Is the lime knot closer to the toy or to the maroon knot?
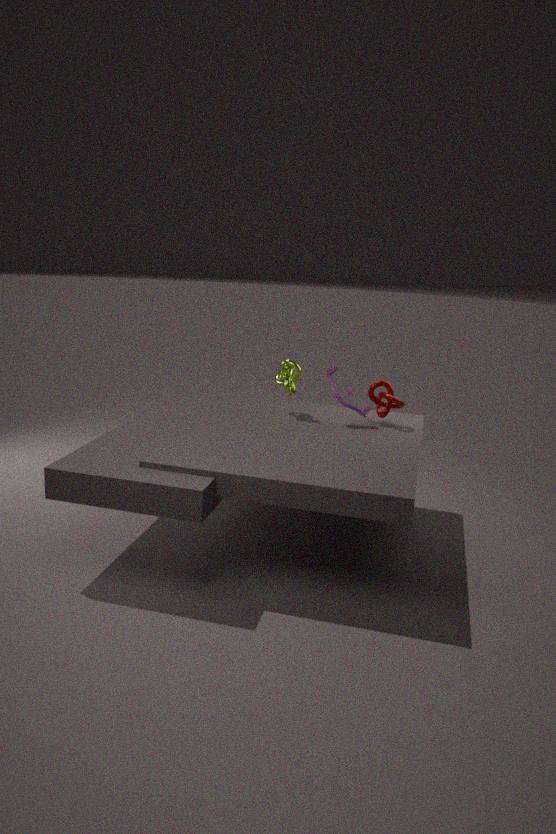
the toy
